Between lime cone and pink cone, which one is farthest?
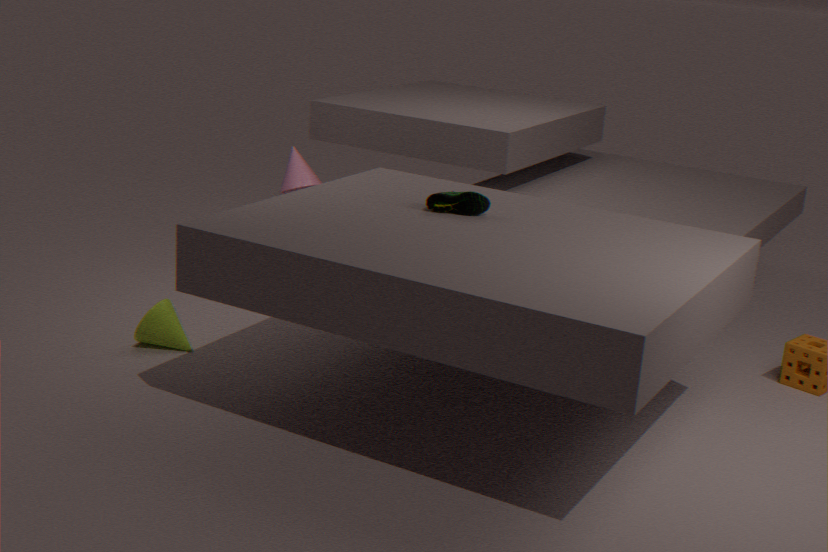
pink cone
